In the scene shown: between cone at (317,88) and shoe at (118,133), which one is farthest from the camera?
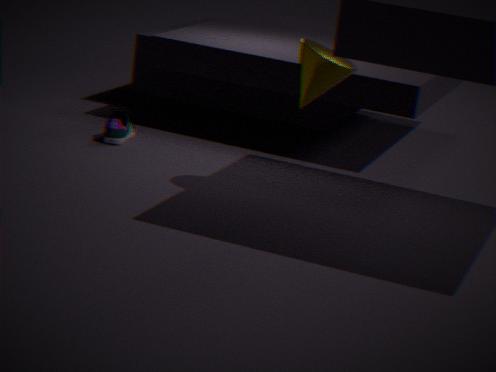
shoe at (118,133)
